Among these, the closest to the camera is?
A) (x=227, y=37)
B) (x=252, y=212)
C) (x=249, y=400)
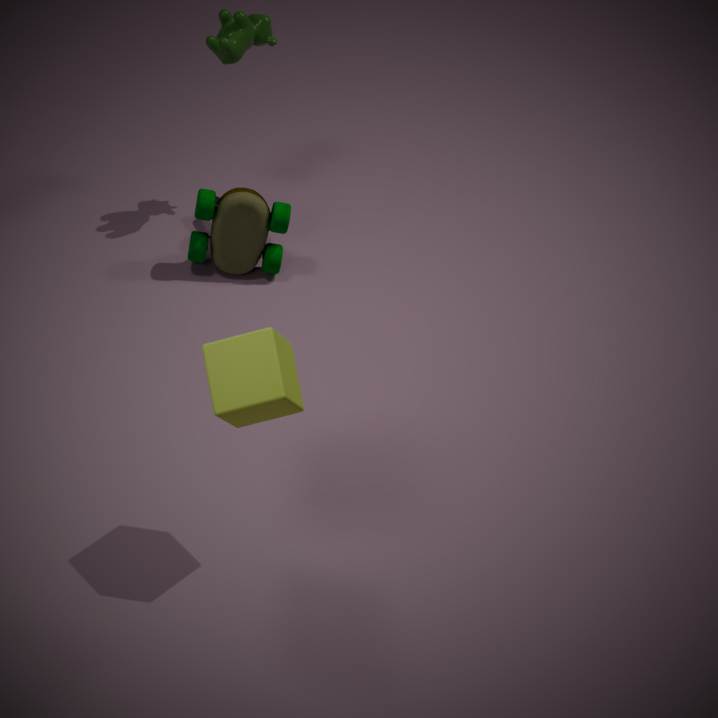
(x=249, y=400)
